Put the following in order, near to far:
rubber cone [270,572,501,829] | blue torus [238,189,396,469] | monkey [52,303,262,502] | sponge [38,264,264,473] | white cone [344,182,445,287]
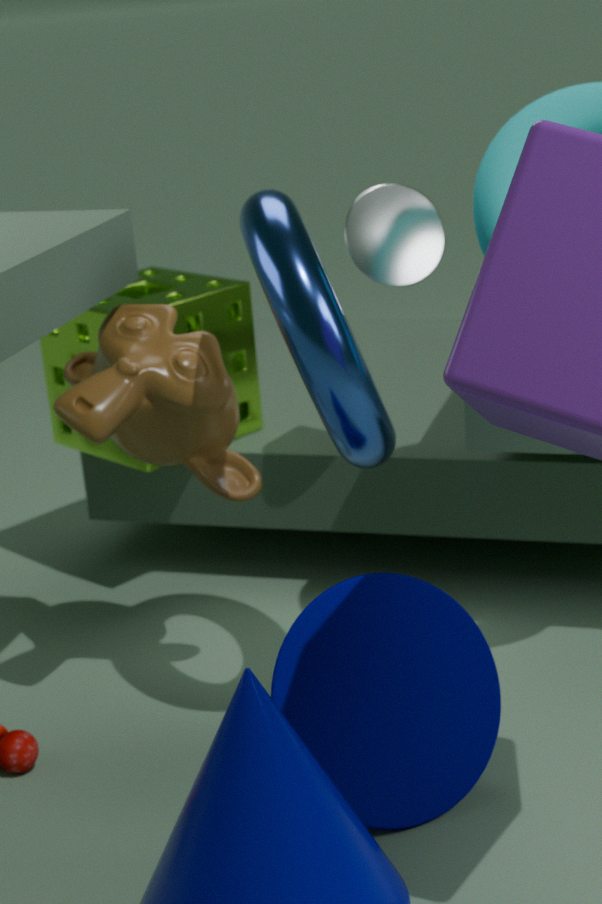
blue torus [238,189,396,469]
rubber cone [270,572,501,829]
monkey [52,303,262,502]
white cone [344,182,445,287]
sponge [38,264,264,473]
